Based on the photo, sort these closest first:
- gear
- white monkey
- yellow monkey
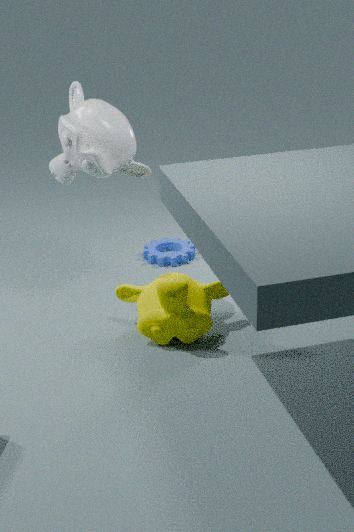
yellow monkey < white monkey < gear
